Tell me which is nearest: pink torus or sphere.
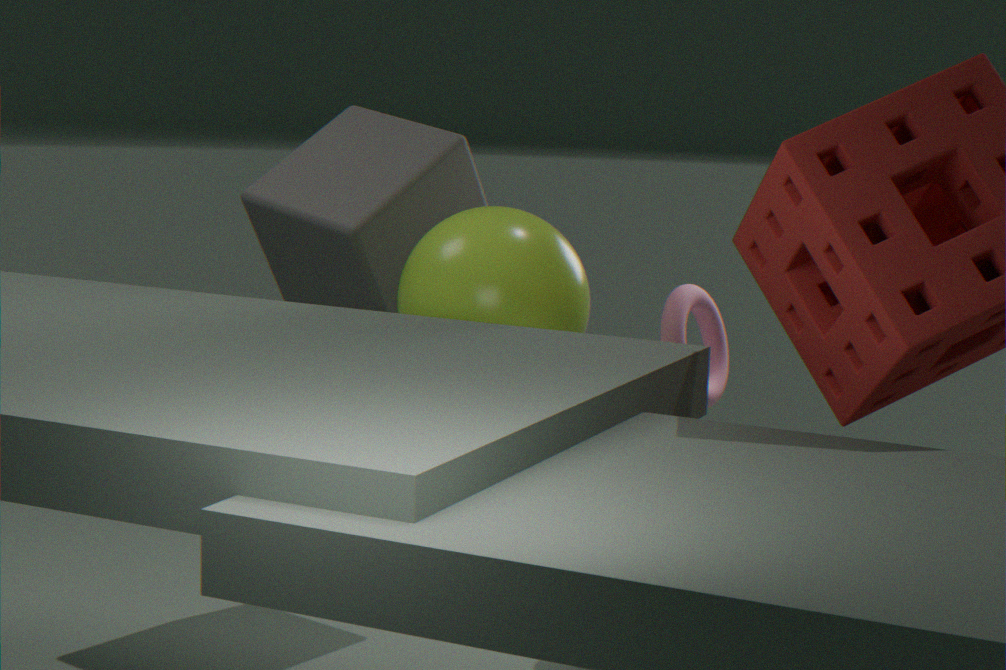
sphere
